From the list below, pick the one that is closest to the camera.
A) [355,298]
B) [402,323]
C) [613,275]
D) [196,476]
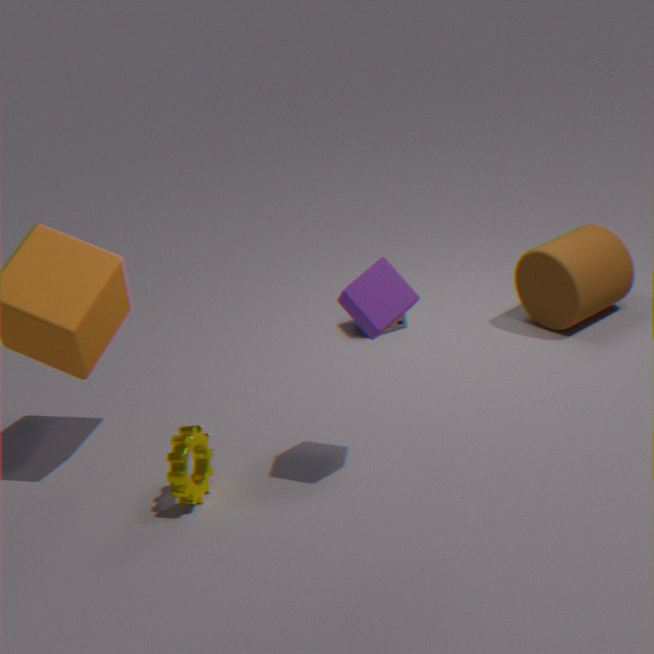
A. [355,298]
